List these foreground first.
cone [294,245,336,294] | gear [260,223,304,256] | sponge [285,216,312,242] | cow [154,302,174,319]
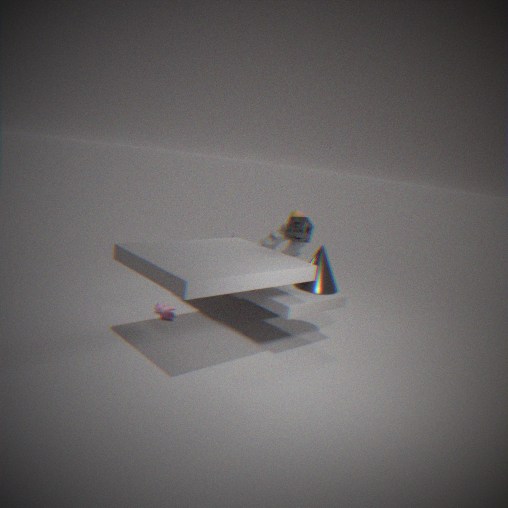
sponge [285,216,312,242] < cone [294,245,336,294] < gear [260,223,304,256] < cow [154,302,174,319]
